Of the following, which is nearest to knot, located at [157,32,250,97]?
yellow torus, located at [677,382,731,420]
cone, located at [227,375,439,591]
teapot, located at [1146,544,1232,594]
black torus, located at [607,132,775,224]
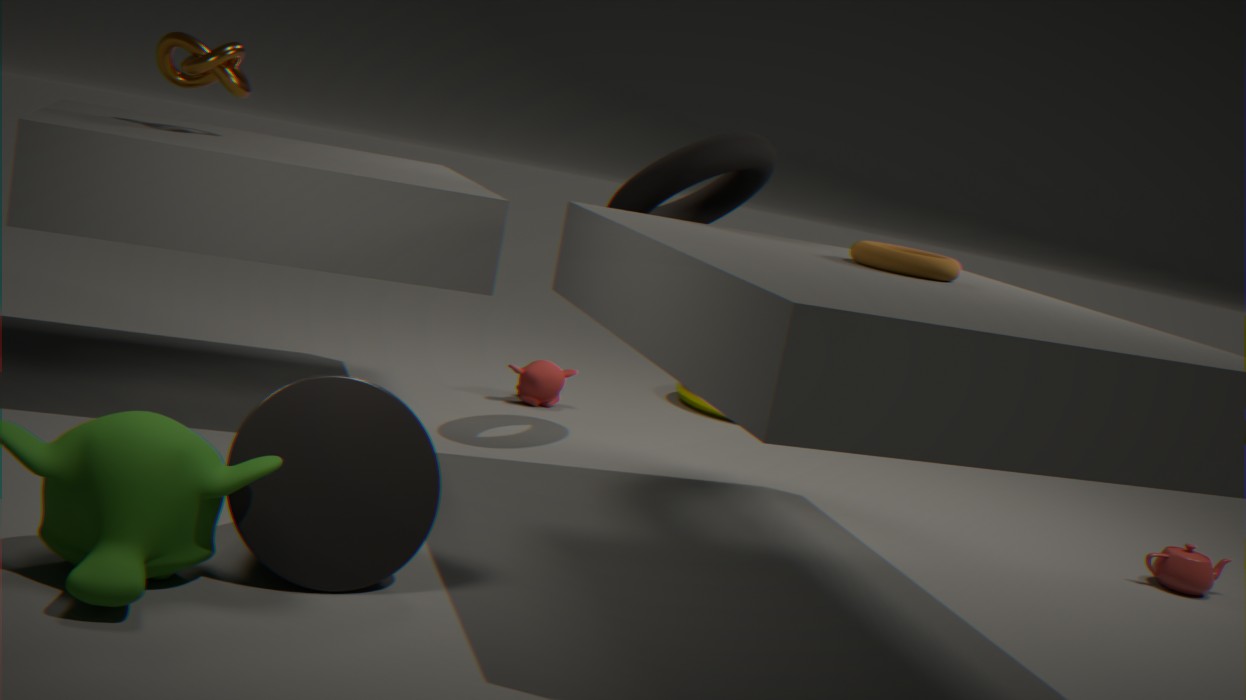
black torus, located at [607,132,775,224]
